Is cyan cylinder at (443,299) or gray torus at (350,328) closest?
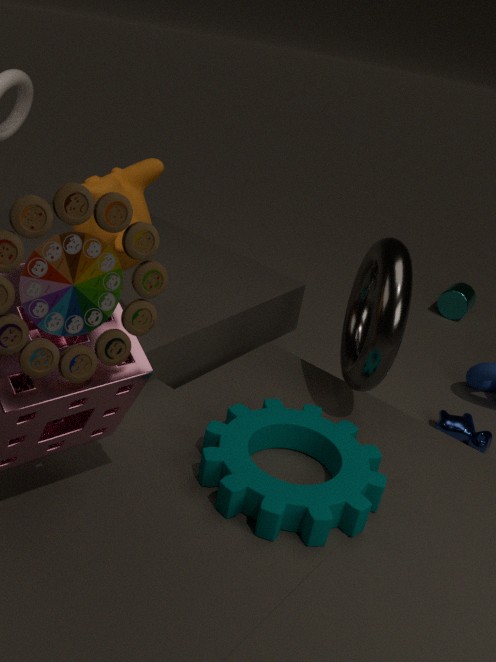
gray torus at (350,328)
